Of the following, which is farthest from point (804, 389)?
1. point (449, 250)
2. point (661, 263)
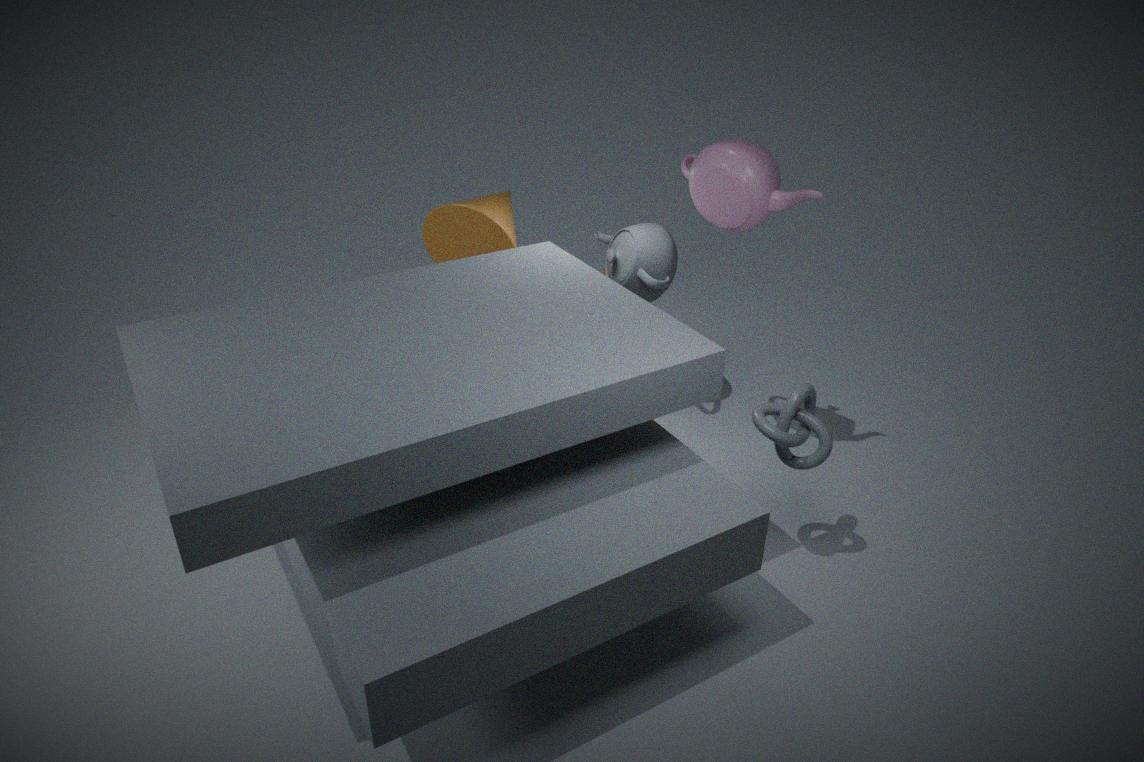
point (449, 250)
